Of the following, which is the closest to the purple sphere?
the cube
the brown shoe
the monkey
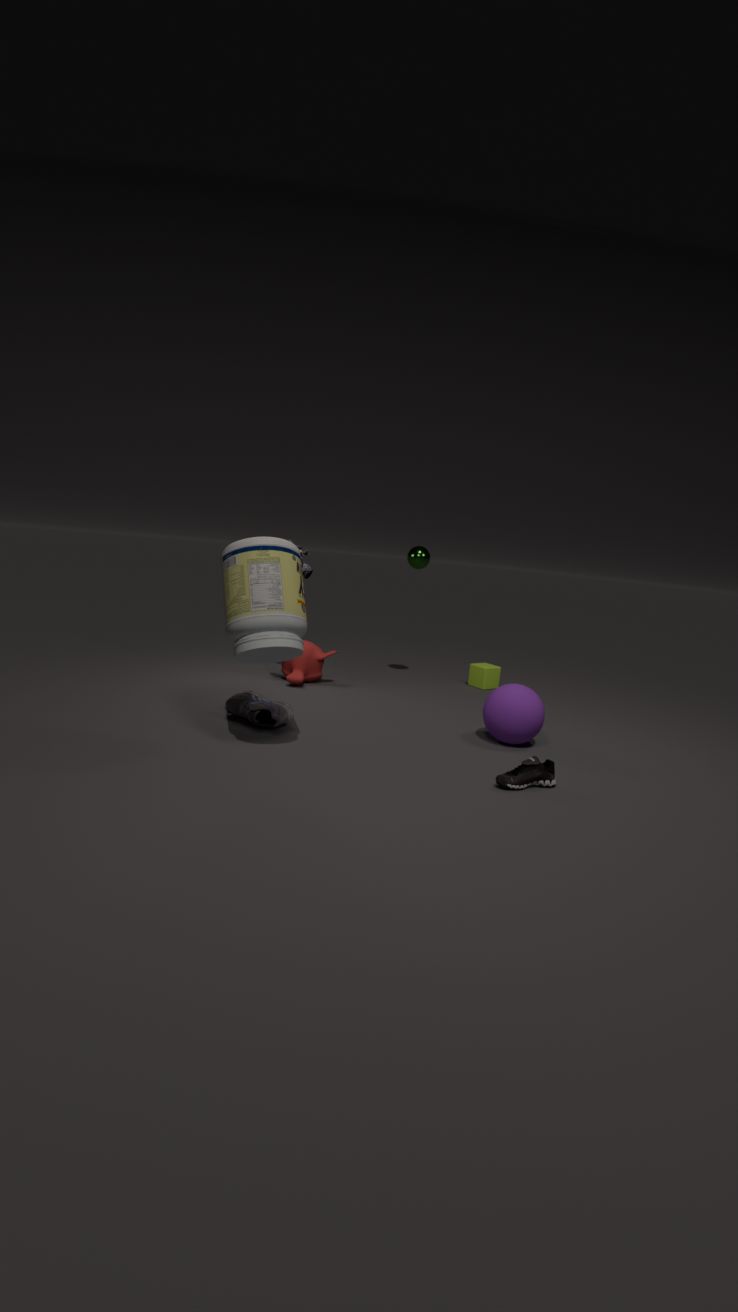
the brown shoe
